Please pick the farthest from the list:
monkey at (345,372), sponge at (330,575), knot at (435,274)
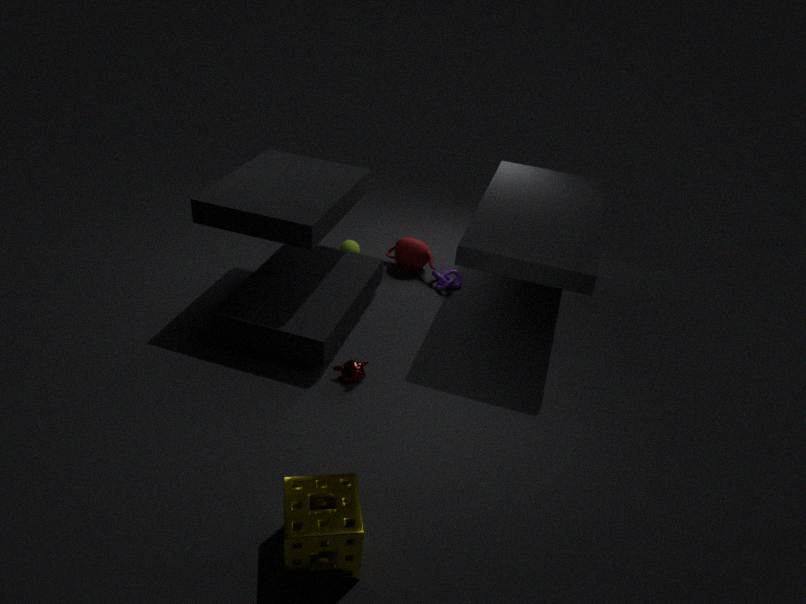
knot at (435,274)
